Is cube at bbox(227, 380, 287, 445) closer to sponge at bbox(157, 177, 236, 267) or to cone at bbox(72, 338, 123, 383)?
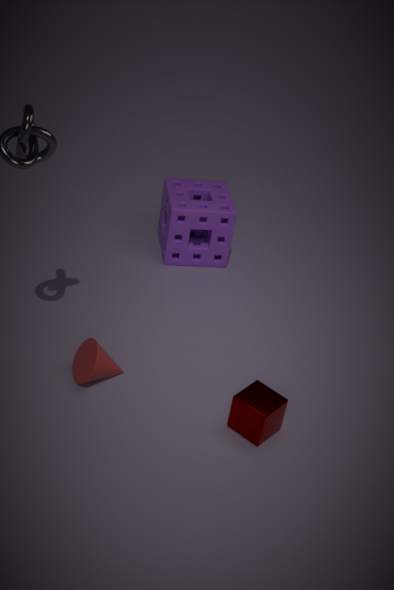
cone at bbox(72, 338, 123, 383)
